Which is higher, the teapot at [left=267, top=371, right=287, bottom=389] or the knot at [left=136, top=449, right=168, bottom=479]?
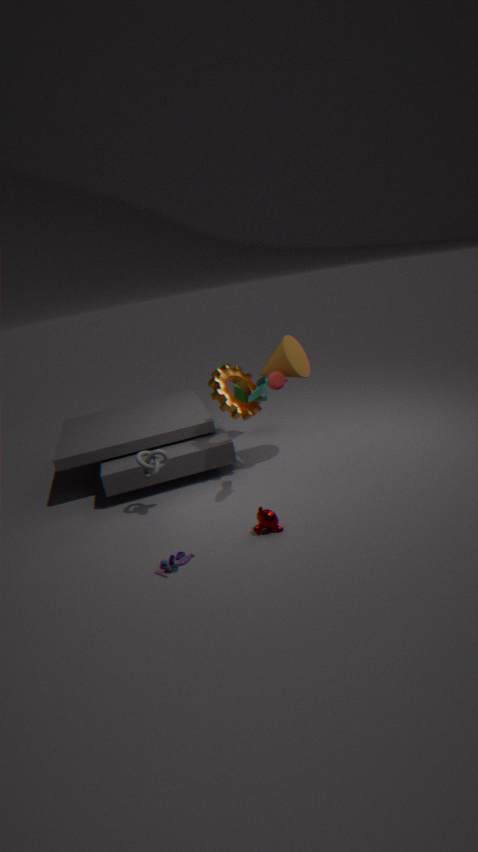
the teapot at [left=267, top=371, right=287, bottom=389]
